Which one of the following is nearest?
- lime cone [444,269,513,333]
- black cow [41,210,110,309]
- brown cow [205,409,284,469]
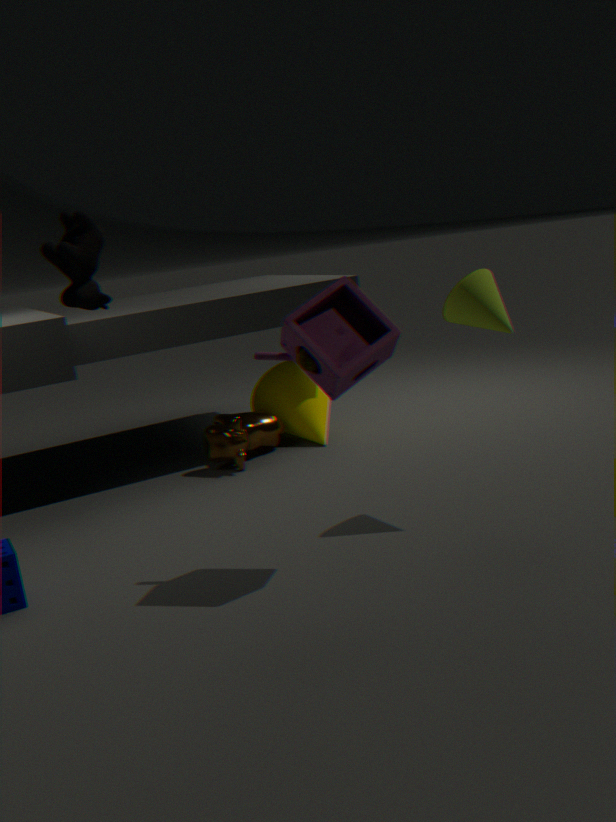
black cow [41,210,110,309]
